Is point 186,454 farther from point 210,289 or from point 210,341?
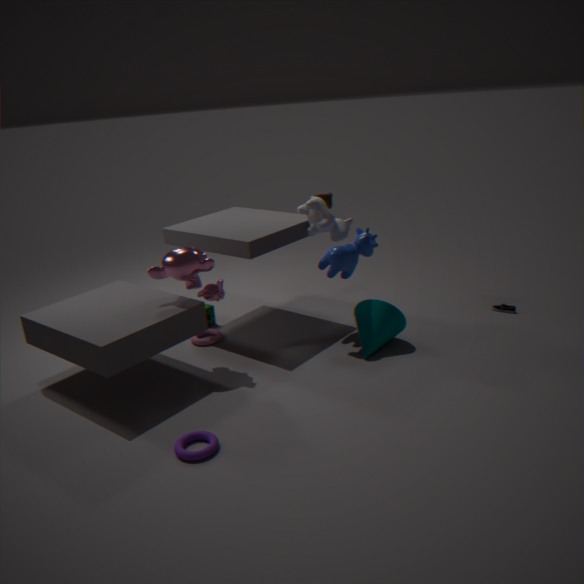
point 210,341
